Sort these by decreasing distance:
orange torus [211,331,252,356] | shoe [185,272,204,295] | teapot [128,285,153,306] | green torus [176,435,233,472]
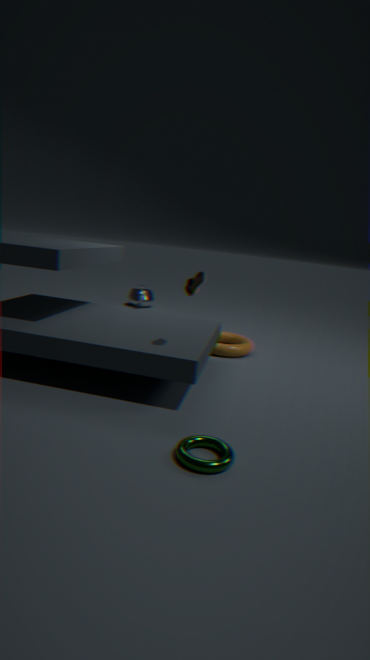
teapot [128,285,153,306] → orange torus [211,331,252,356] → shoe [185,272,204,295] → green torus [176,435,233,472]
